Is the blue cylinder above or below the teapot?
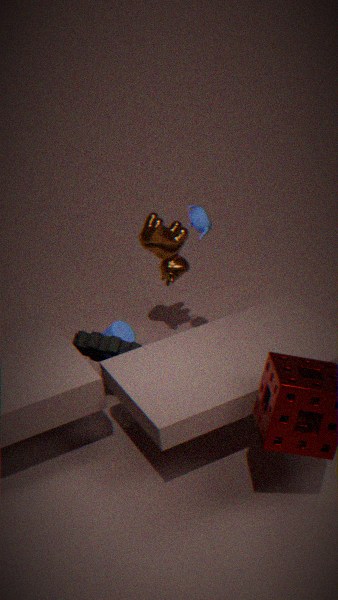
below
